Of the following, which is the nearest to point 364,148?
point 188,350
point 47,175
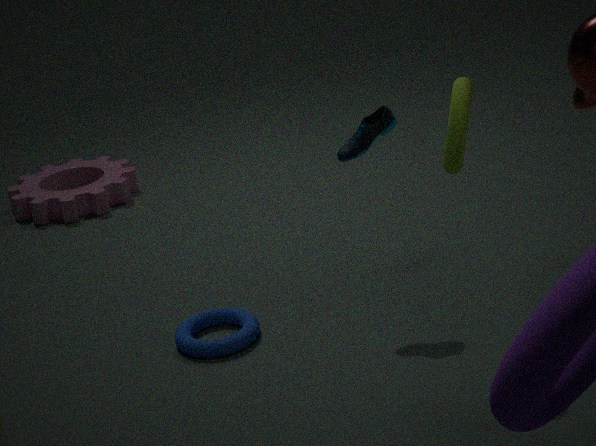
point 188,350
